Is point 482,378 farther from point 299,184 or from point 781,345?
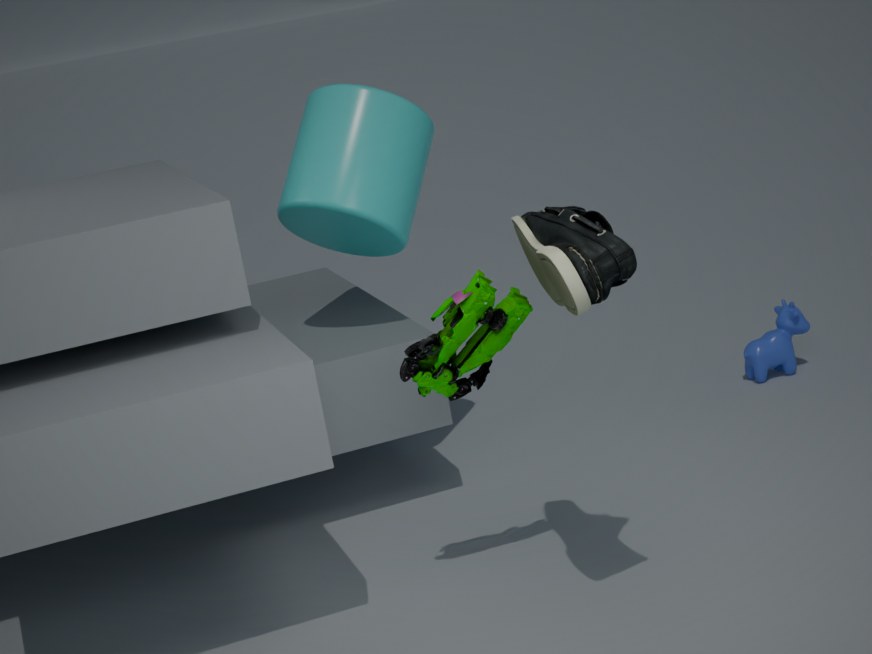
point 781,345
